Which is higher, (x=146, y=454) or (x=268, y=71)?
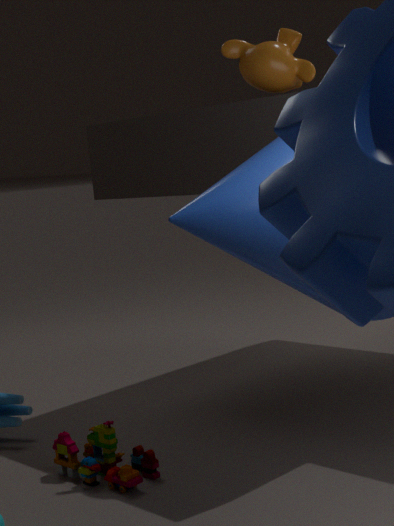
(x=268, y=71)
